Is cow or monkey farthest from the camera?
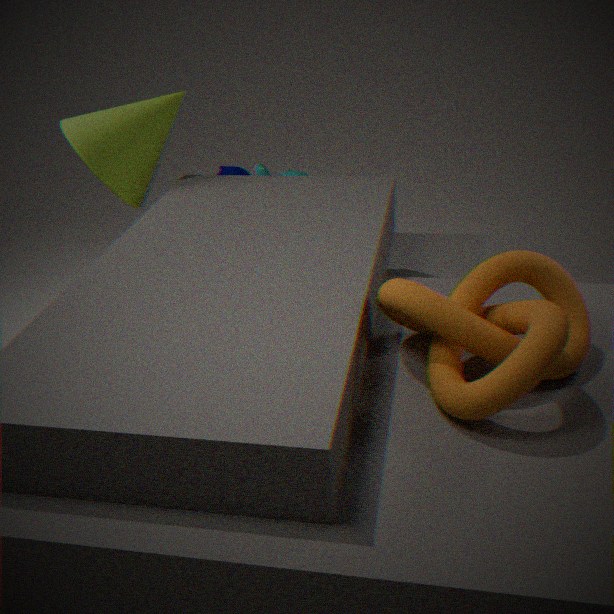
monkey
